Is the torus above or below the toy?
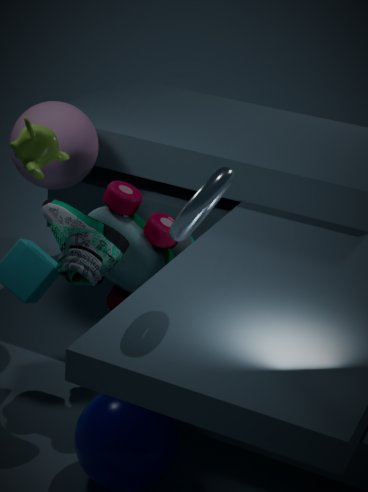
above
